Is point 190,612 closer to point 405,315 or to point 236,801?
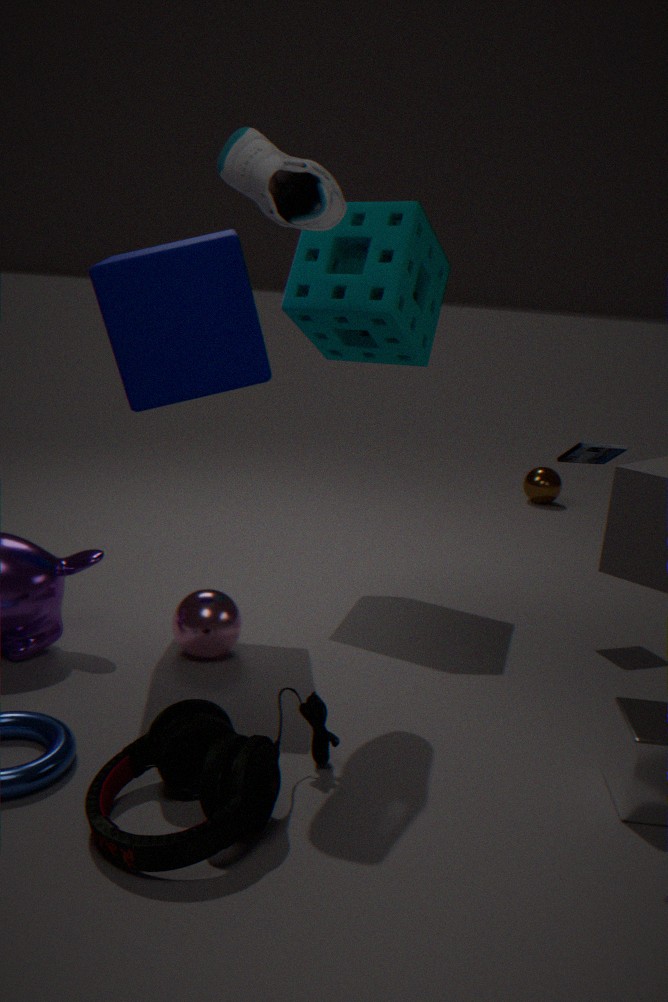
point 236,801
